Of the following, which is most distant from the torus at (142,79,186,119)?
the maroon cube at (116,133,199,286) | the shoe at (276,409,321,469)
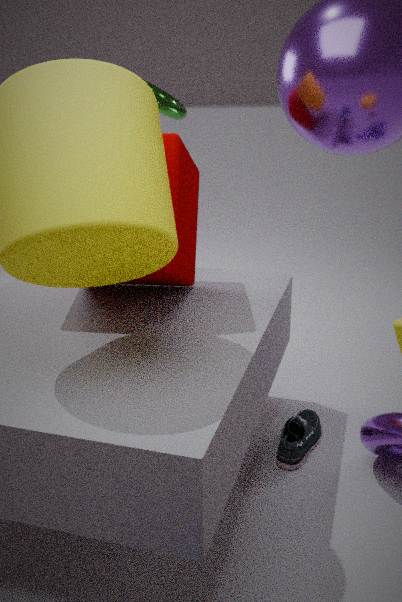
the shoe at (276,409,321,469)
